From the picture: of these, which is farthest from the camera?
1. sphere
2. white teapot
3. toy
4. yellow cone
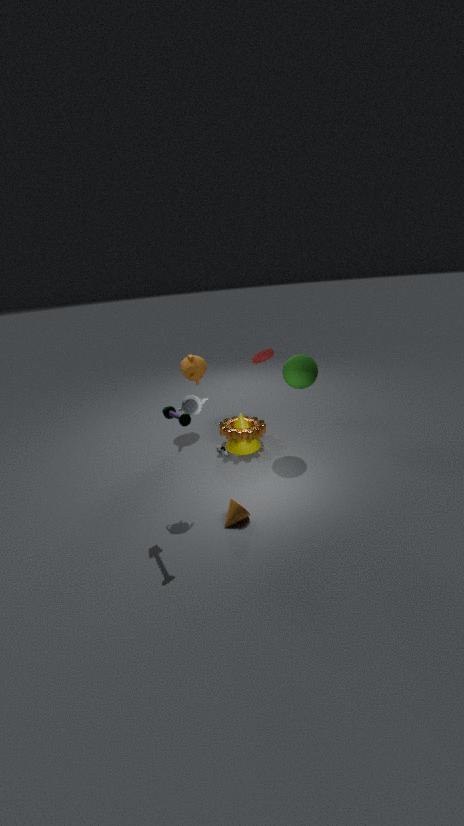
yellow cone
